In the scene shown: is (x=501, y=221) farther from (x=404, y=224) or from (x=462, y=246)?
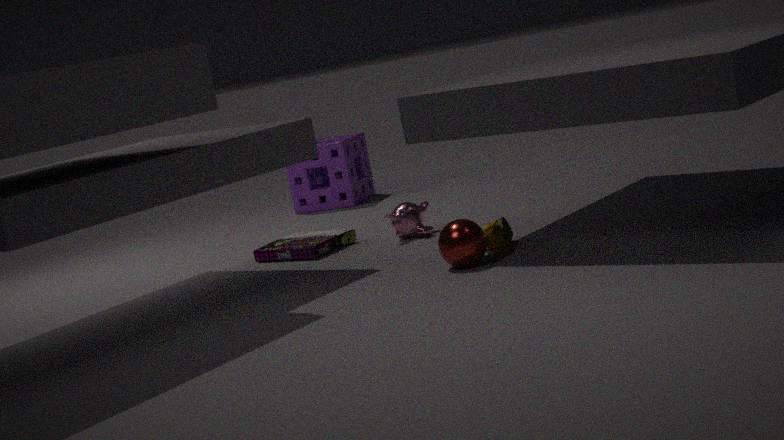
(x=404, y=224)
